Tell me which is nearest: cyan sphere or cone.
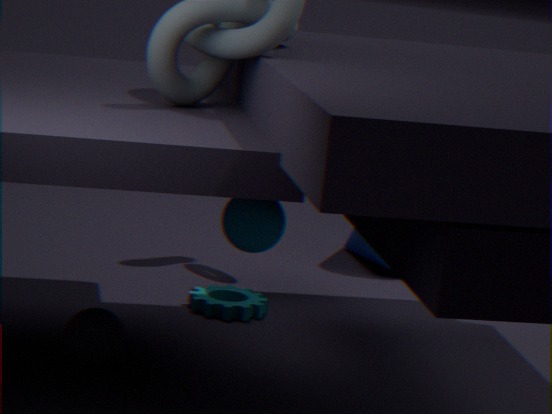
cyan sphere
